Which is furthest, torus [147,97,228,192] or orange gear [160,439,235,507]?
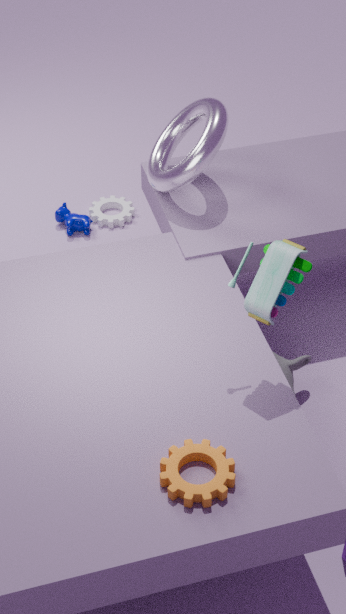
torus [147,97,228,192]
